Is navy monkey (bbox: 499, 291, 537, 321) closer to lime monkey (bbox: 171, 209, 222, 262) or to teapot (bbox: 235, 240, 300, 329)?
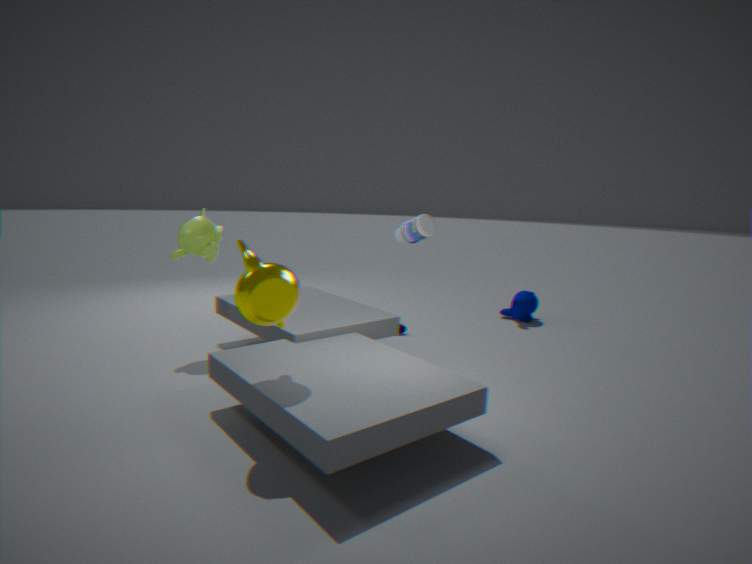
lime monkey (bbox: 171, 209, 222, 262)
